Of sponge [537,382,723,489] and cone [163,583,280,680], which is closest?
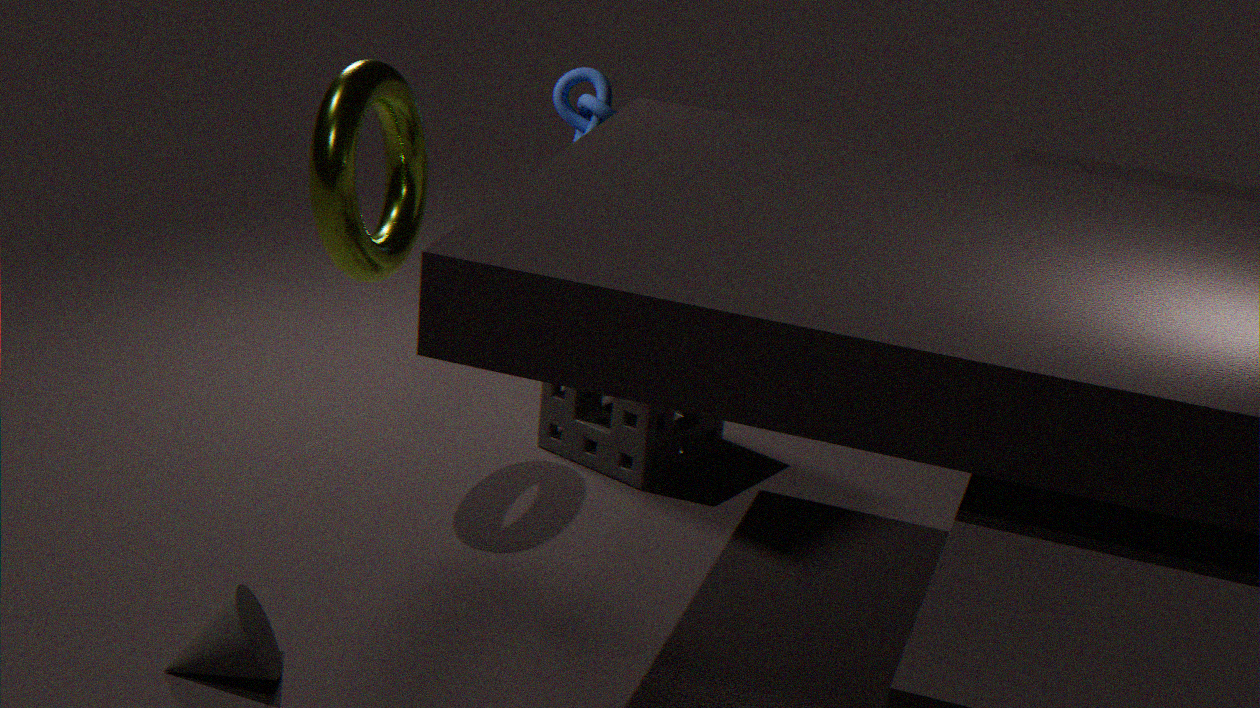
cone [163,583,280,680]
